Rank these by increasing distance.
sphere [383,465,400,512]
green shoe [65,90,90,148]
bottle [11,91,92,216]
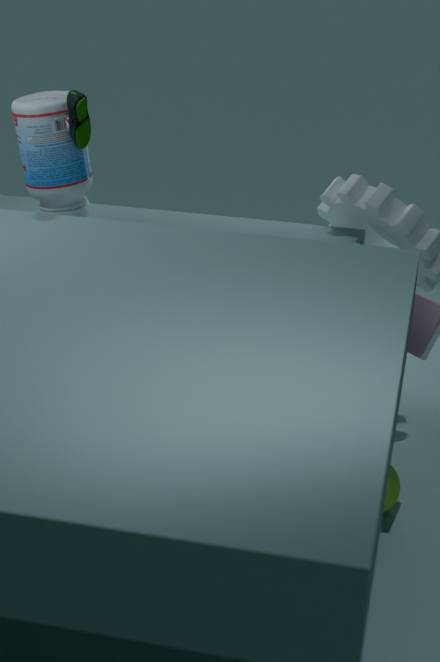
sphere [383,465,400,512] < green shoe [65,90,90,148] < bottle [11,91,92,216]
